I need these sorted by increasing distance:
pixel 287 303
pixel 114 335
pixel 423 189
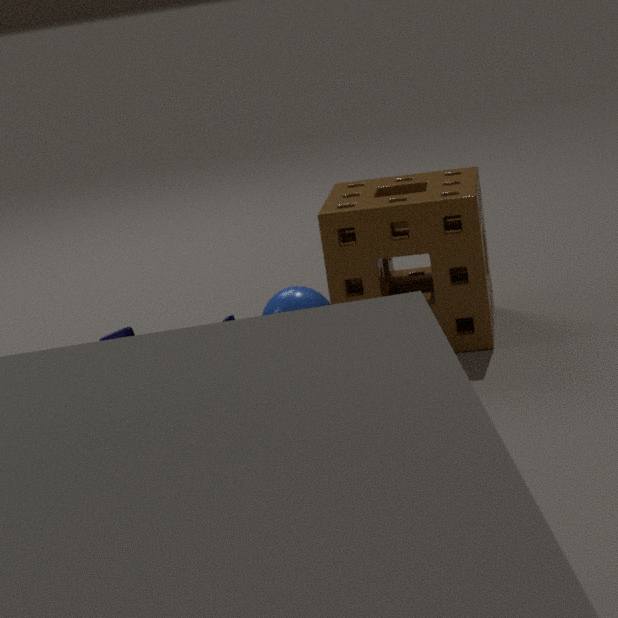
1. pixel 287 303
2. pixel 423 189
3. pixel 114 335
